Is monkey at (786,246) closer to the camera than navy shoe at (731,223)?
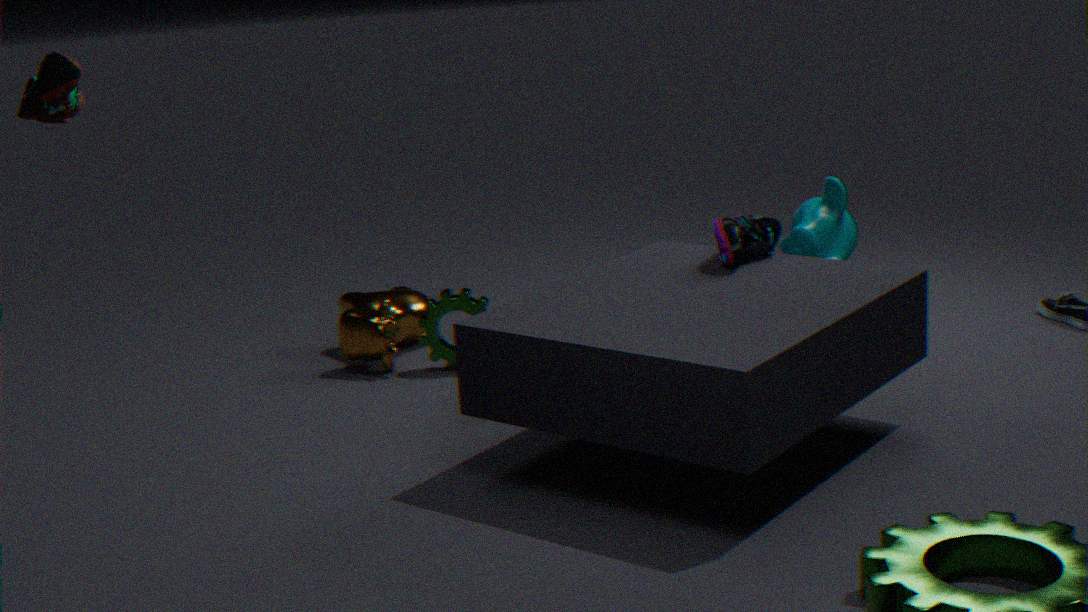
No
